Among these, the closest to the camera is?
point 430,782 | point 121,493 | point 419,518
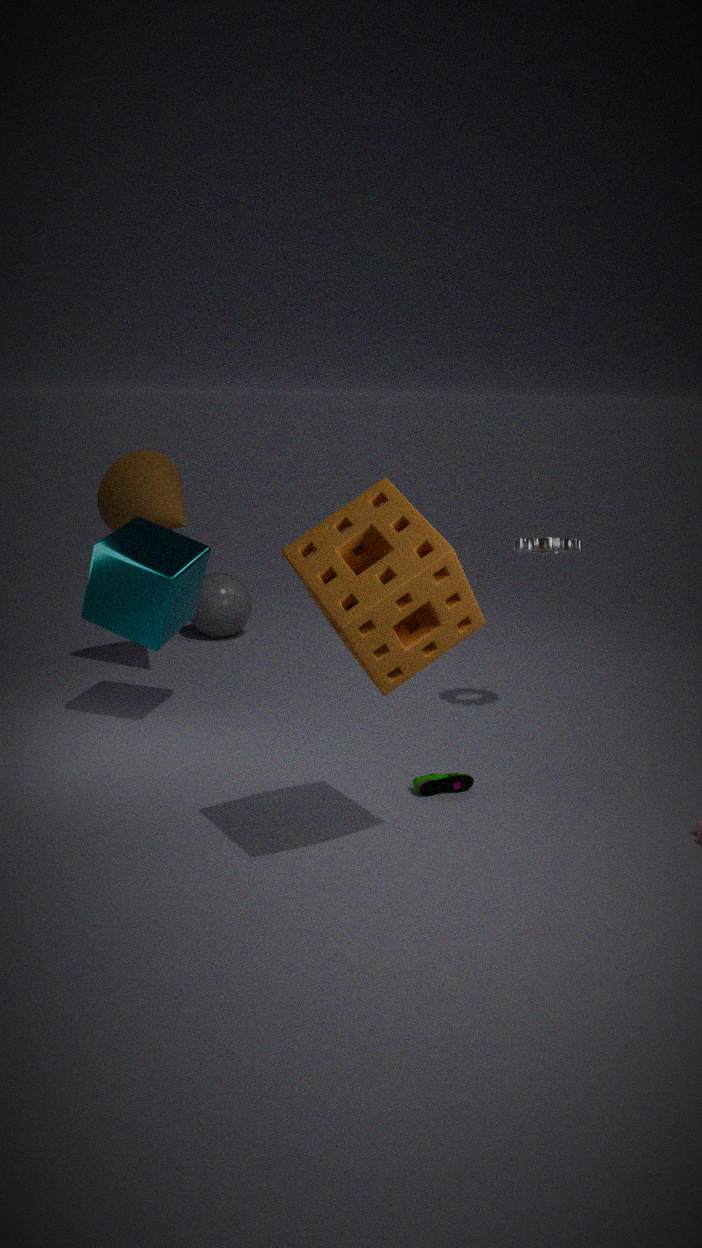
point 419,518
